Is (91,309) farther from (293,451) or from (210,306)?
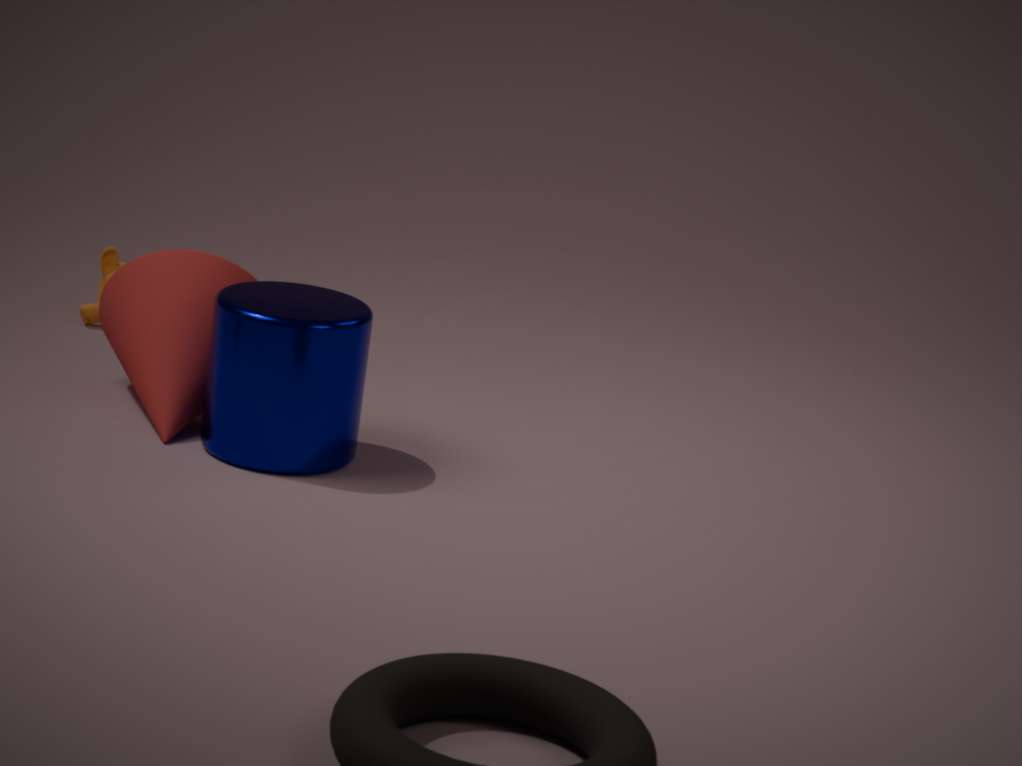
(293,451)
